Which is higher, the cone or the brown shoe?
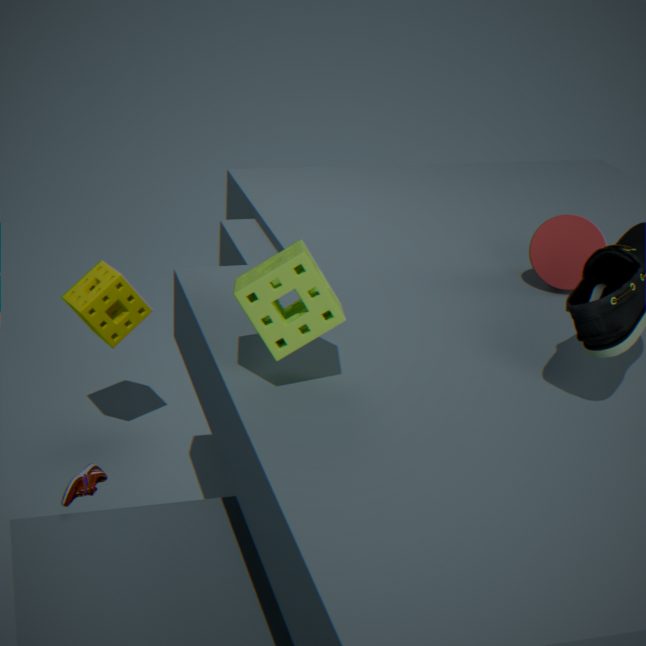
the cone
